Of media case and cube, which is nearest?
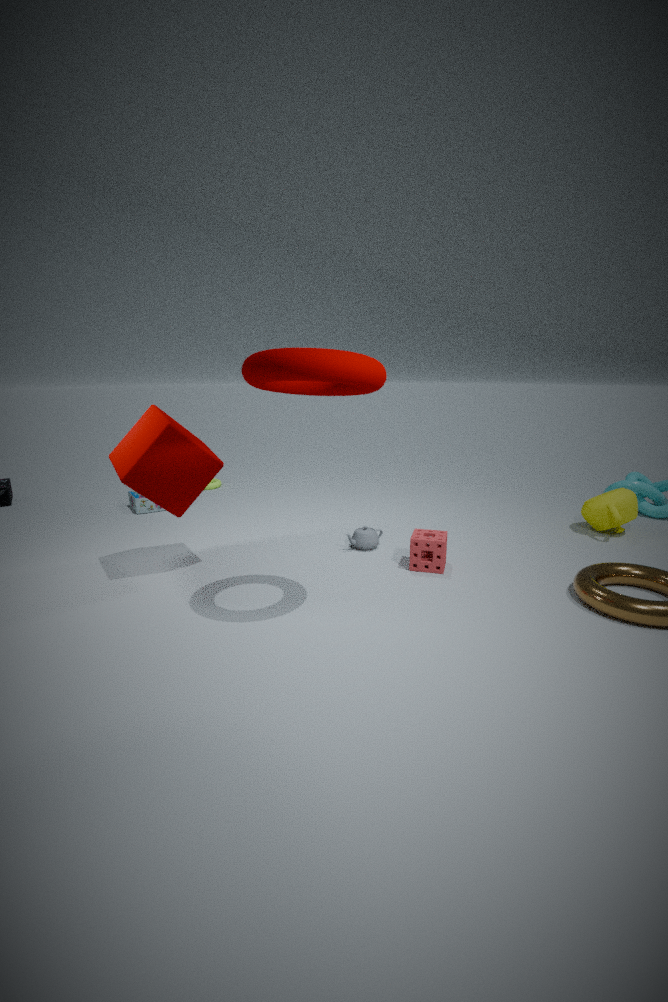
cube
